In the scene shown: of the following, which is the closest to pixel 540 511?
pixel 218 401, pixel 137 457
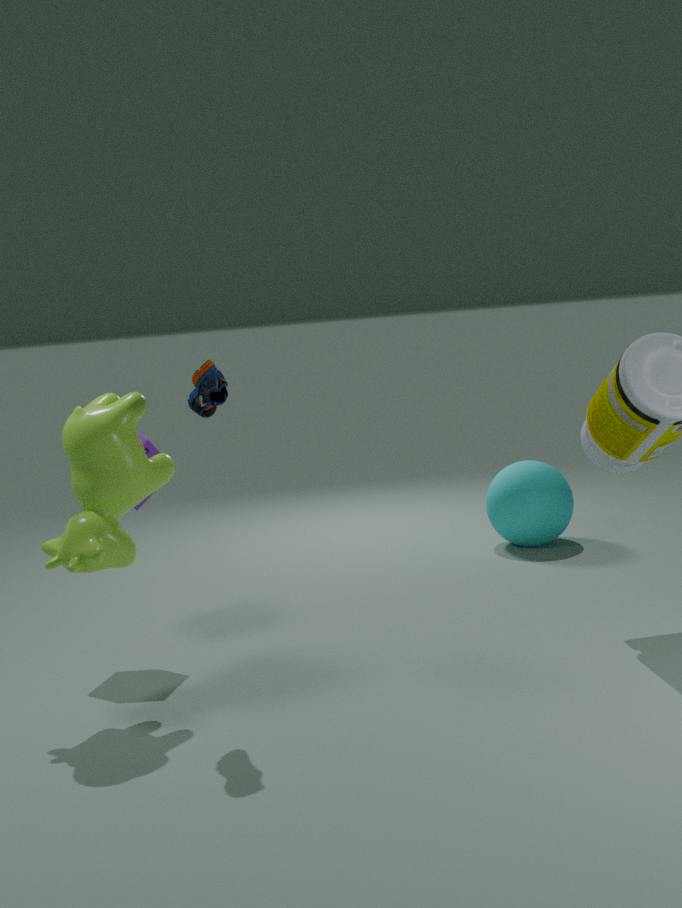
pixel 218 401
